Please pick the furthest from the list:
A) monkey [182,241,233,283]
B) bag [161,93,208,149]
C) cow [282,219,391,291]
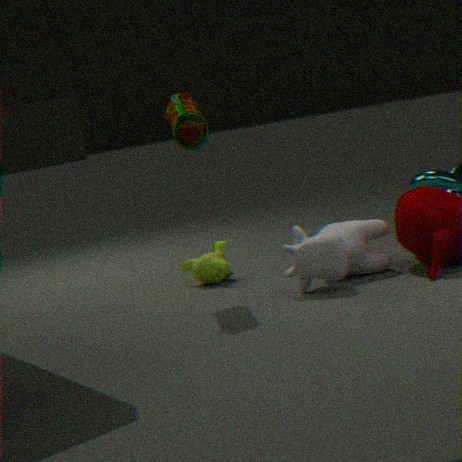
monkey [182,241,233,283]
